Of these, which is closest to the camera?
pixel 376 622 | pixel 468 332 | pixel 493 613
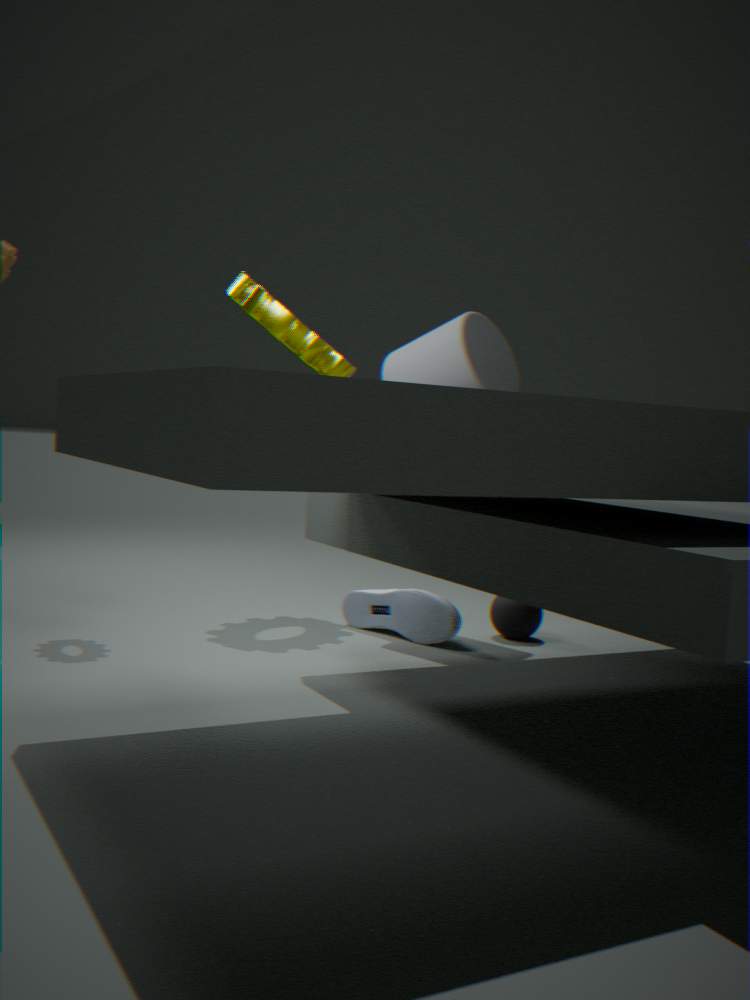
pixel 468 332
